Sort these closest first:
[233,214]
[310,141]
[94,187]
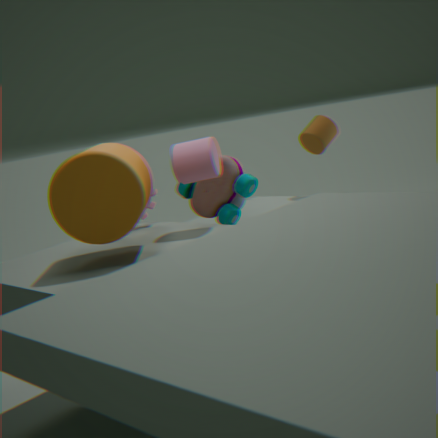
[94,187] → [233,214] → [310,141]
